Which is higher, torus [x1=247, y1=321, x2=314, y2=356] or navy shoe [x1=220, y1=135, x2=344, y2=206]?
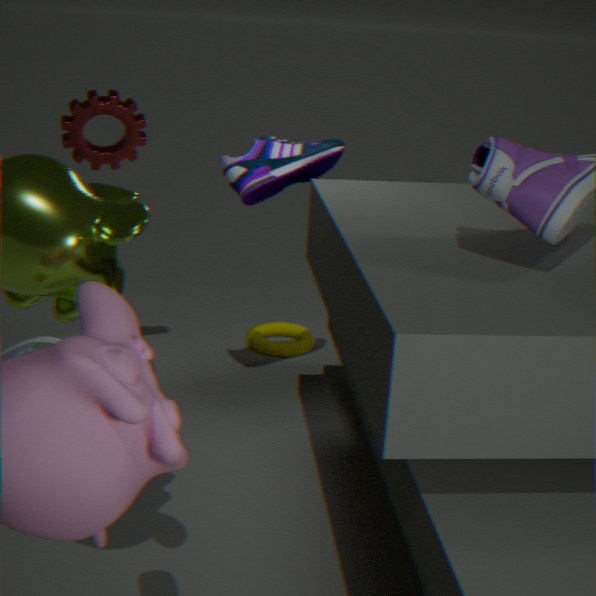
navy shoe [x1=220, y1=135, x2=344, y2=206]
